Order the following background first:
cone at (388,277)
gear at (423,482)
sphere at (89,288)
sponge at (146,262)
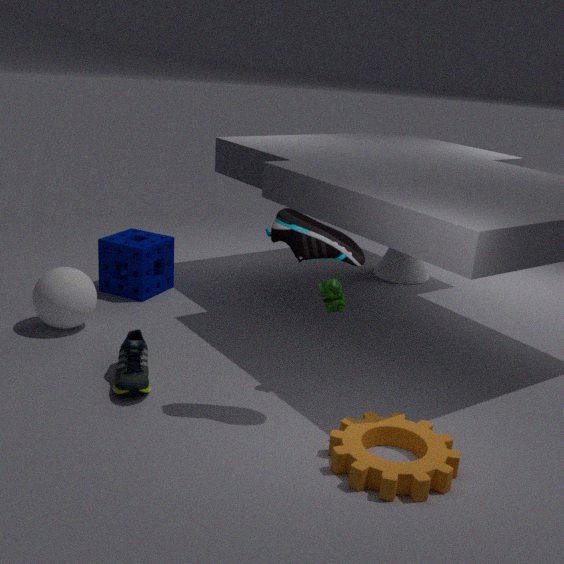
cone at (388,277), sponge at (146,262), sphere at (89,288), gear at (423,482)
